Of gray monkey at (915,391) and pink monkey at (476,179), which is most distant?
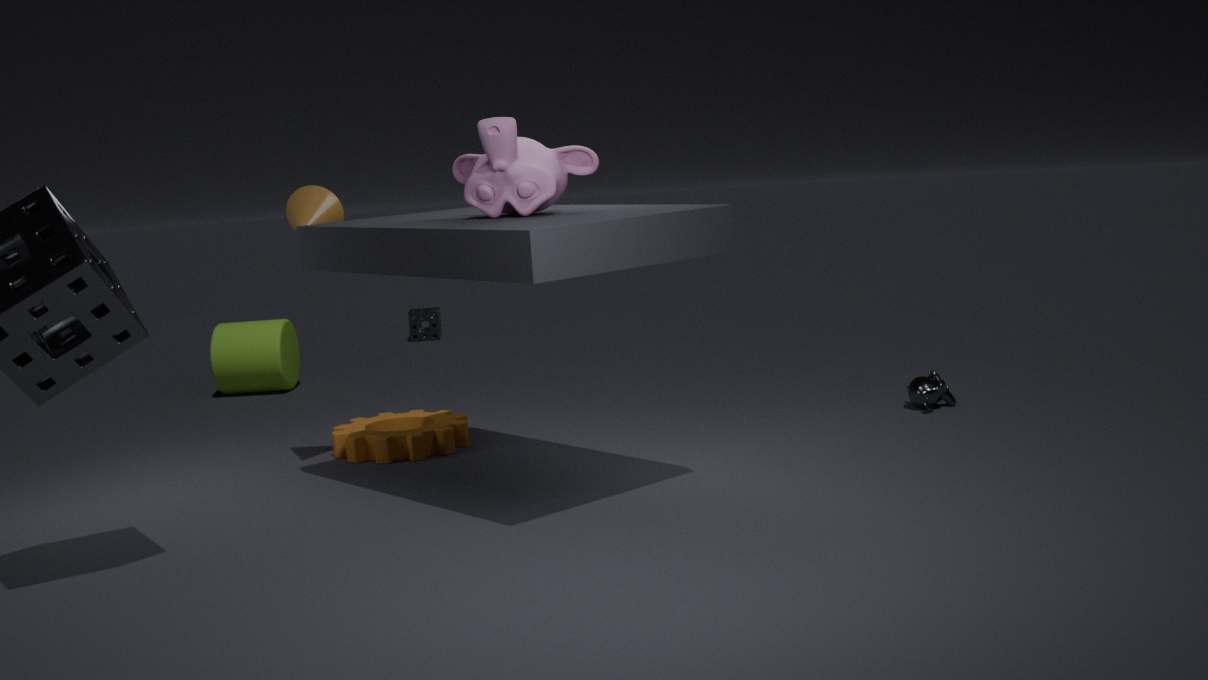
gray monkey at (915,391)
